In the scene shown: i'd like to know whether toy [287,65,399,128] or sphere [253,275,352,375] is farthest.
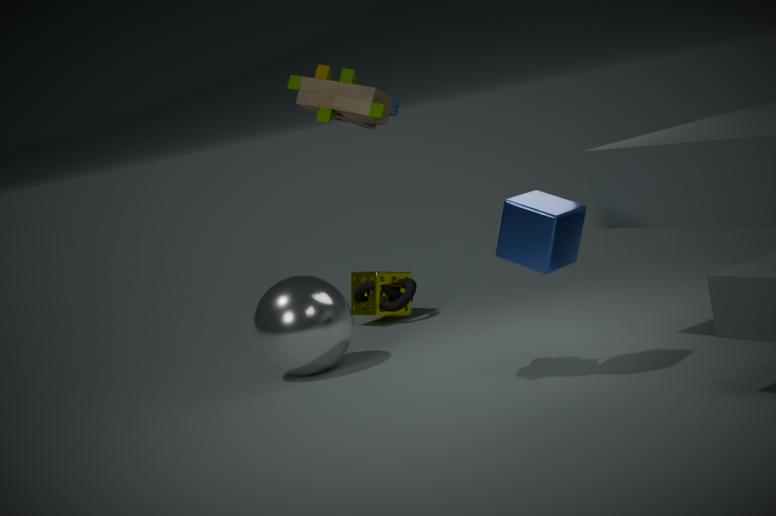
sphere [253,275,352,375]
